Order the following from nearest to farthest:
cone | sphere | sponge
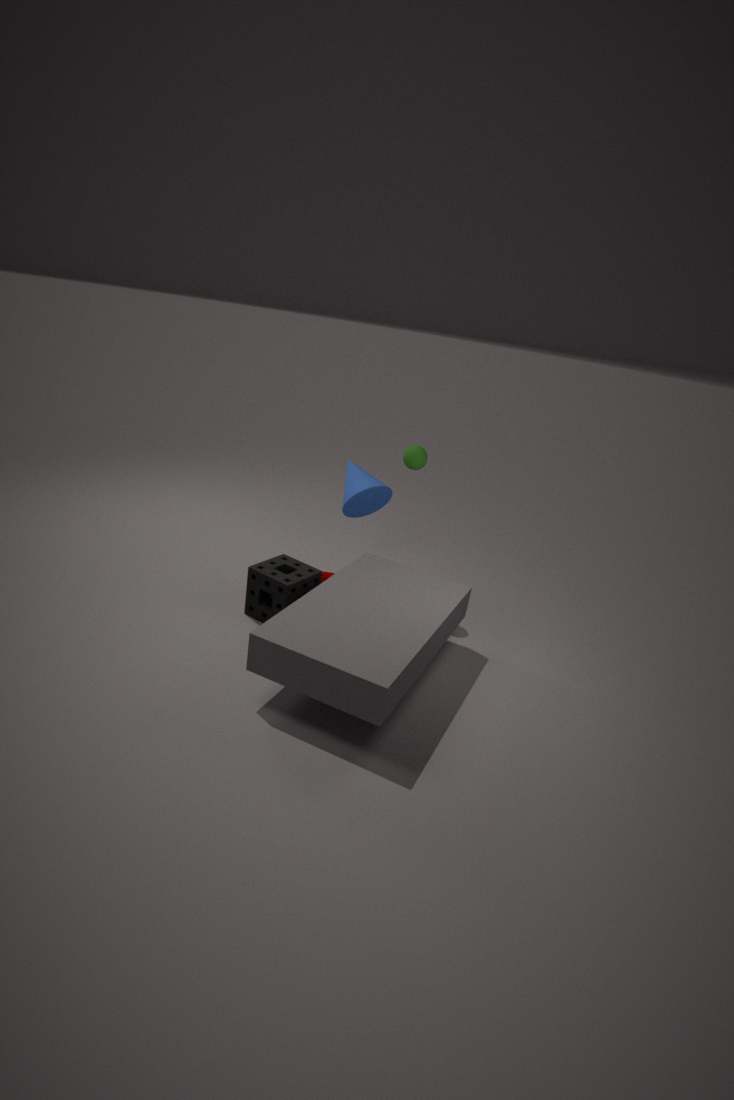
sponge
sphere
cone
